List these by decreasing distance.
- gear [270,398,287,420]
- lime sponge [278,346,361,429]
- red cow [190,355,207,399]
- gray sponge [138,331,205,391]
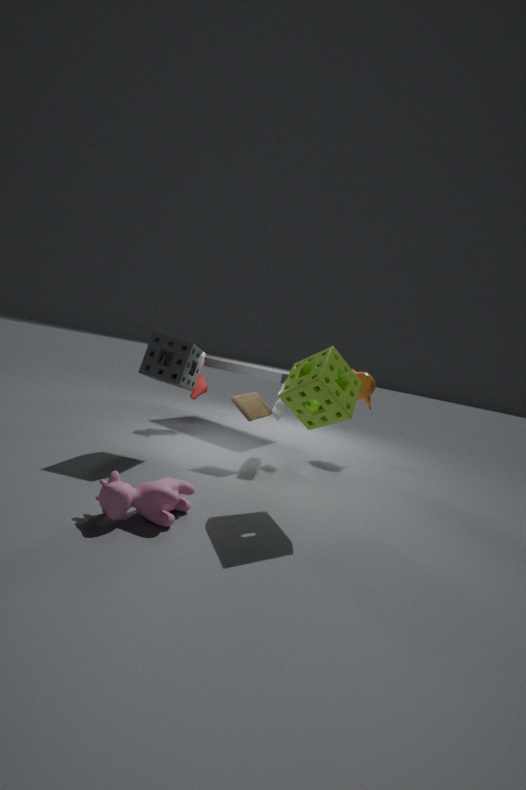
red cow [190,355,207,399] → gear [270,398,287,420] → gray sponge [138,331,205,391] → lime sponge [278,346,361,429]
